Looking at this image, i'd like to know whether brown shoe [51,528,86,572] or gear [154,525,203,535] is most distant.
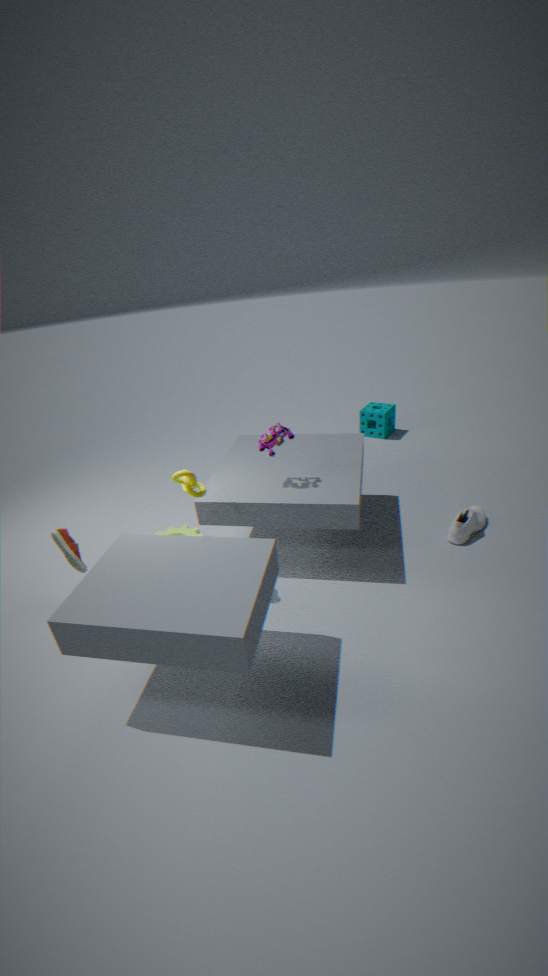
gear [154,525,203,535]
